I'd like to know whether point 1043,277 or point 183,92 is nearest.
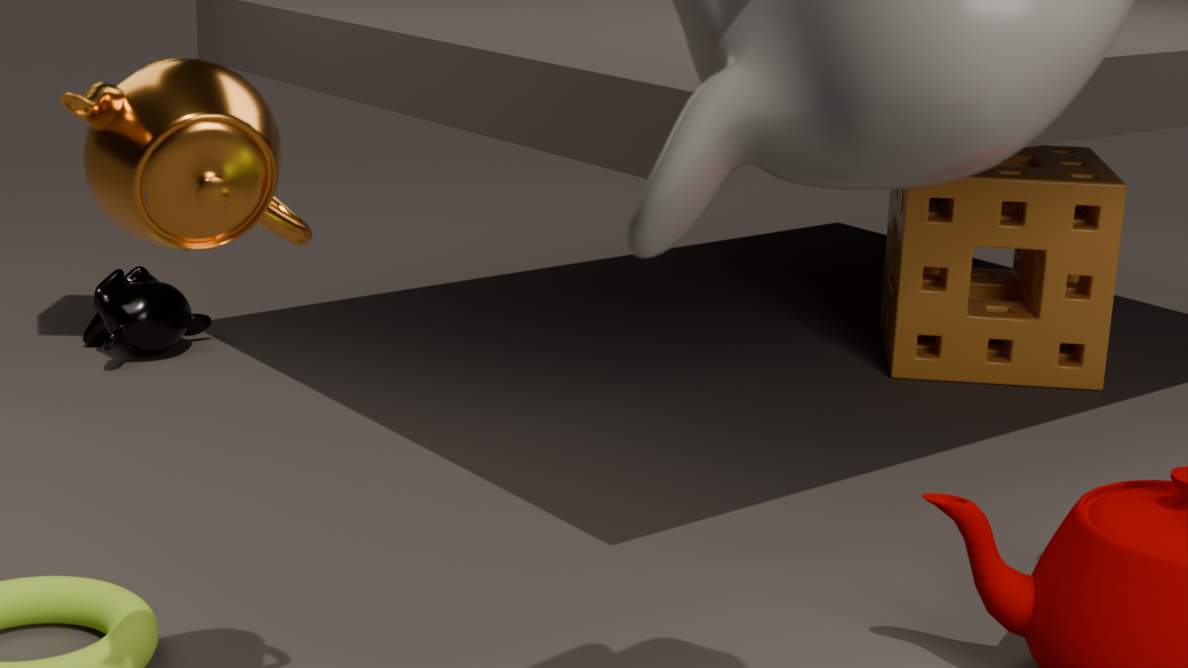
point 183,92
